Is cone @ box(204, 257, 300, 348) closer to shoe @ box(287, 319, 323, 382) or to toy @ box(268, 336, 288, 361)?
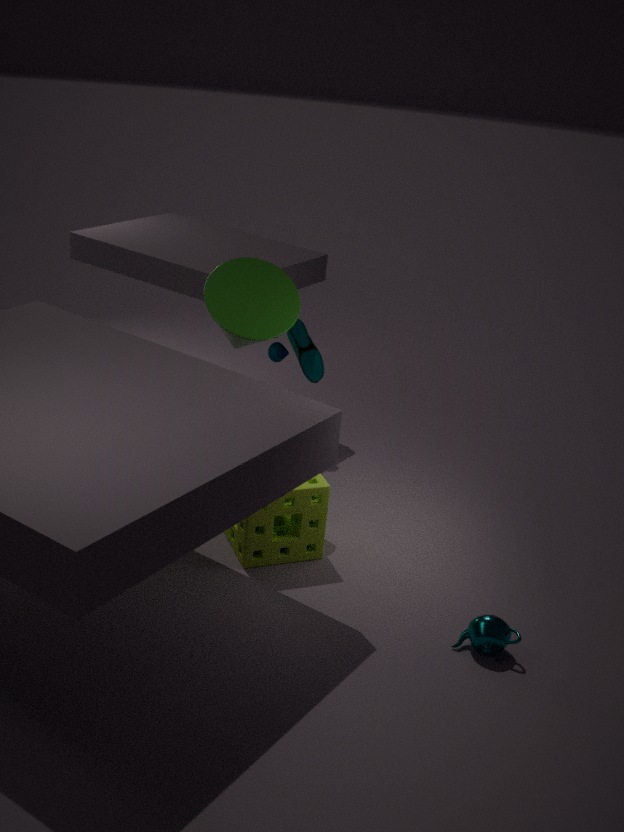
shoe @ box(287, 319, 323, 382)
